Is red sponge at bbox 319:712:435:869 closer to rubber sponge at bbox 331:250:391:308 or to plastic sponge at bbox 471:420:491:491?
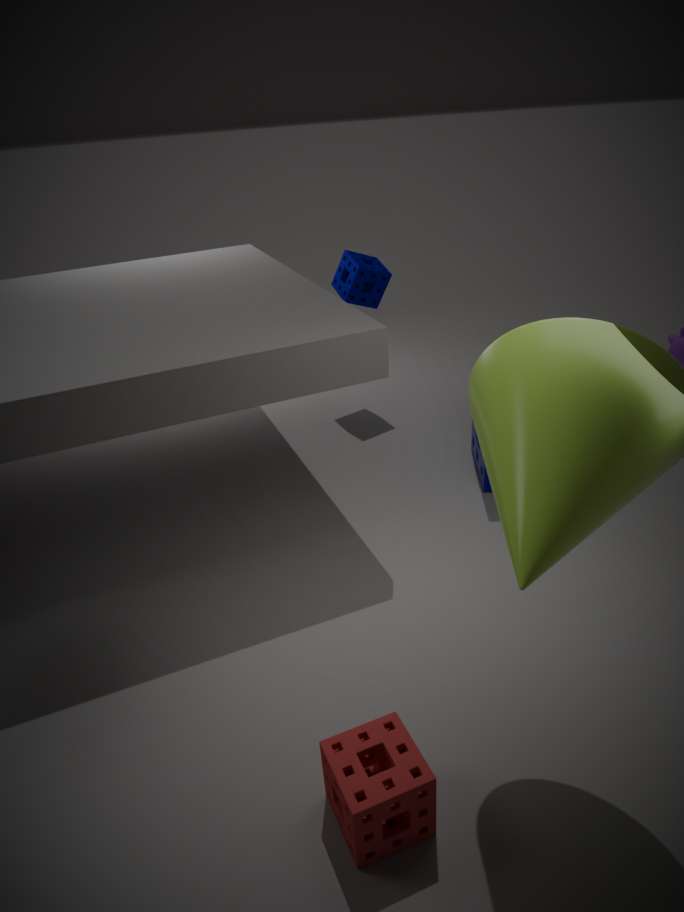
plastic sponge at bbox 471:420:491:491
